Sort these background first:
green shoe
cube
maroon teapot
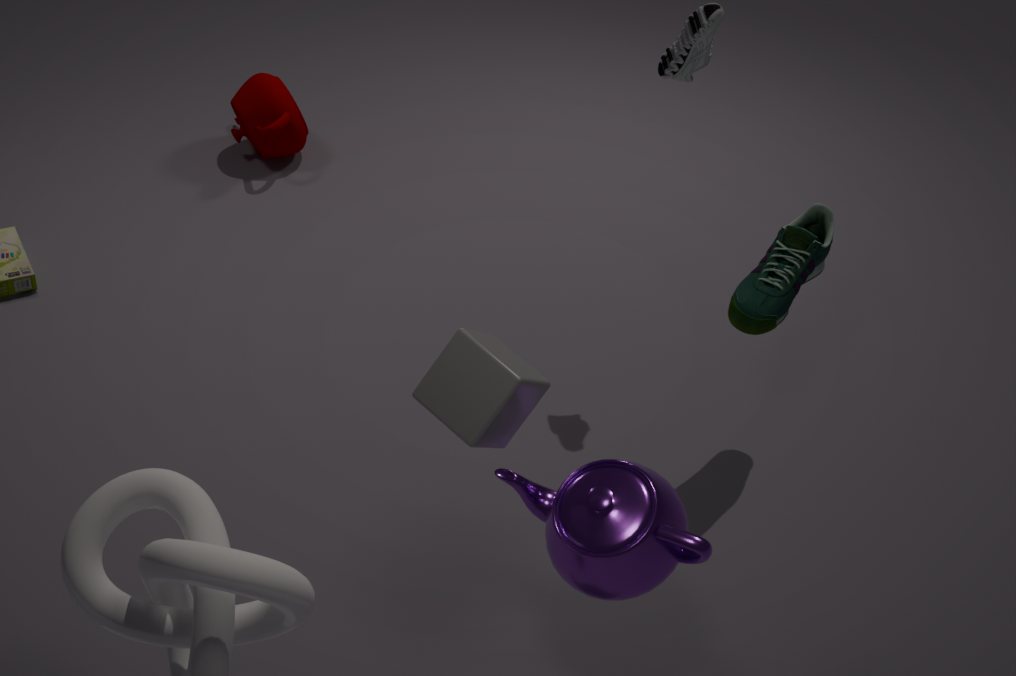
1. maroon teapot
2. green shoe
3. cube
